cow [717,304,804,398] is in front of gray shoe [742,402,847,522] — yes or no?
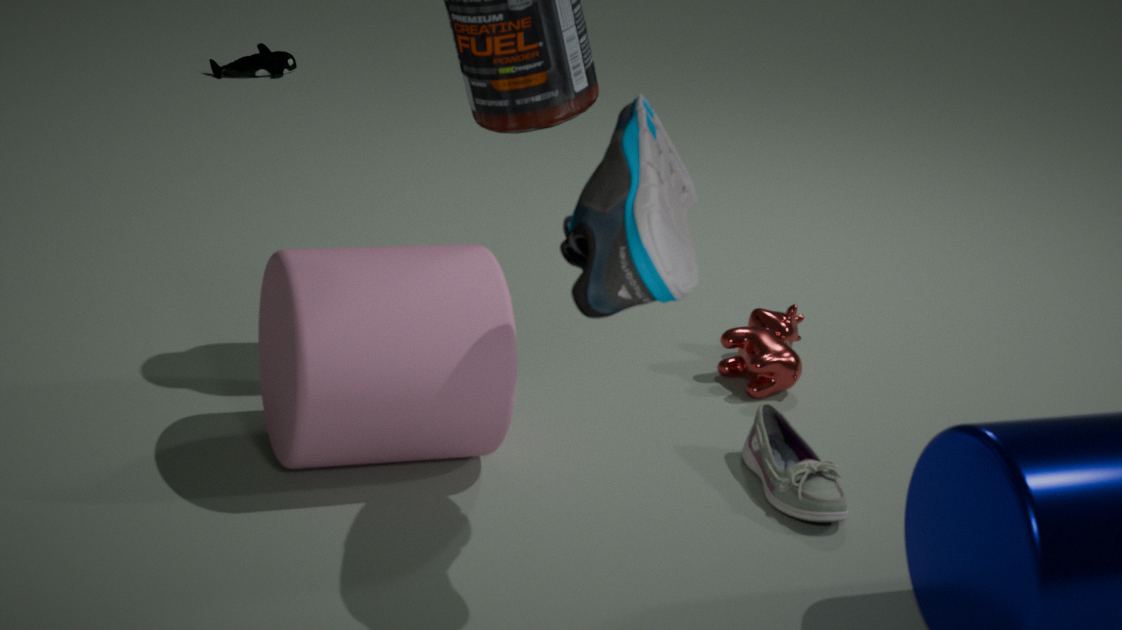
No
